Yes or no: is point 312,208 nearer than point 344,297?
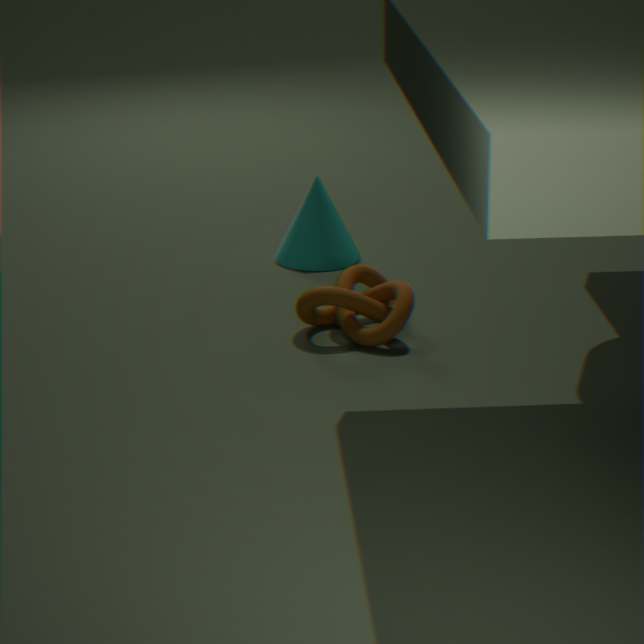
No
